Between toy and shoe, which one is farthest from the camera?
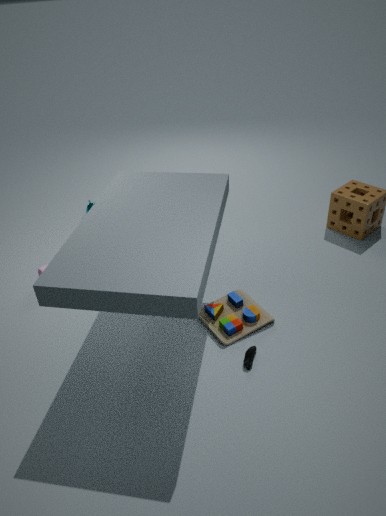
toy
